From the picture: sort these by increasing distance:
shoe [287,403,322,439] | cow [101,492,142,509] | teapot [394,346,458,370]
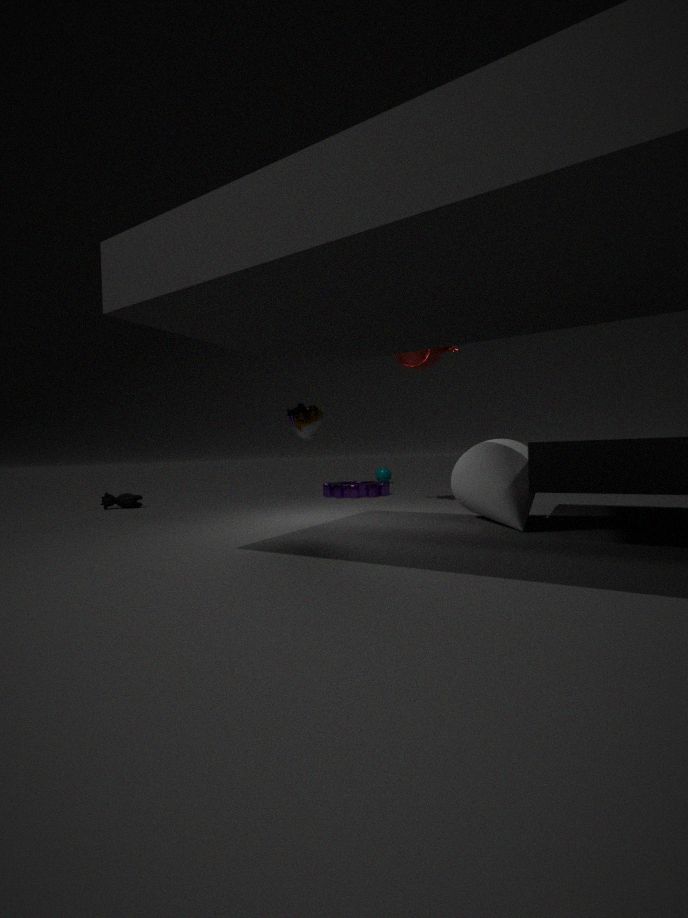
1. shoe [287,403,322,439]
2. teapot [394,346,458,370]
3. cow [101,492,142,509]
